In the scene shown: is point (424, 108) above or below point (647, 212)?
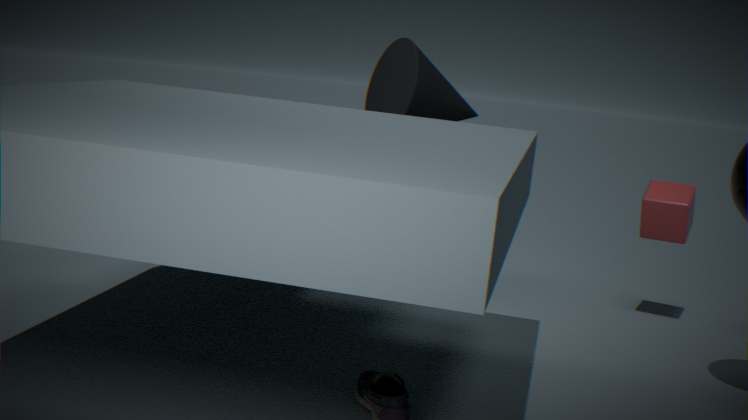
above
